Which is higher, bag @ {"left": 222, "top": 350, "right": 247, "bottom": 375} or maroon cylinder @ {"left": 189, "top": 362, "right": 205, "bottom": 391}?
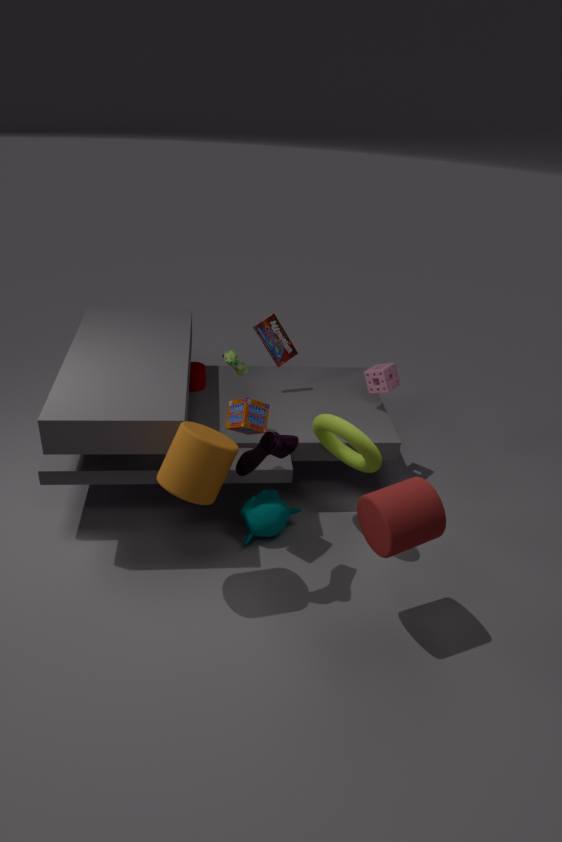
bag @ {"left": 222, "top": 350, "right": 247, "bottom": 375}
